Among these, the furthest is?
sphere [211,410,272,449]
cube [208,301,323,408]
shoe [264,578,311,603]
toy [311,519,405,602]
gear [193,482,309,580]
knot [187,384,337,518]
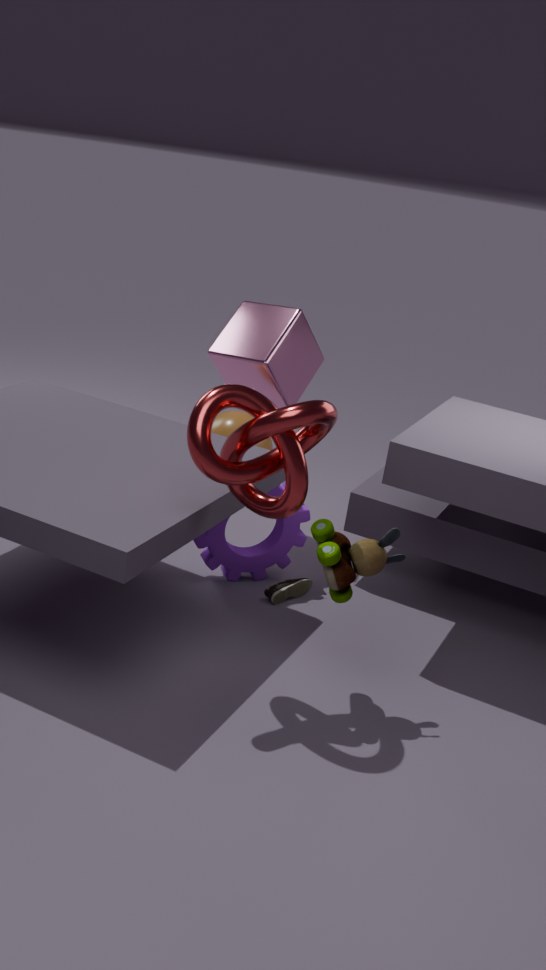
cube [208,301,323,408]
